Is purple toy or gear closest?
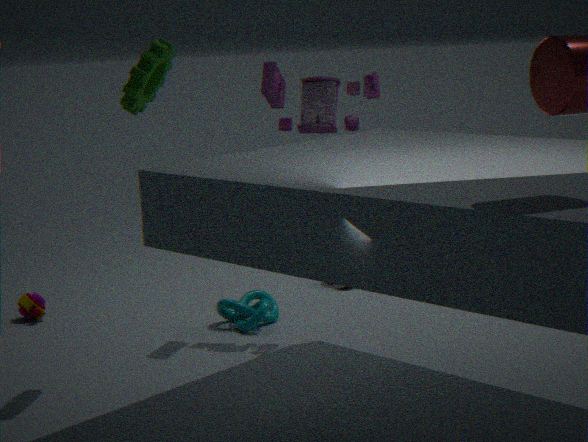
gear
